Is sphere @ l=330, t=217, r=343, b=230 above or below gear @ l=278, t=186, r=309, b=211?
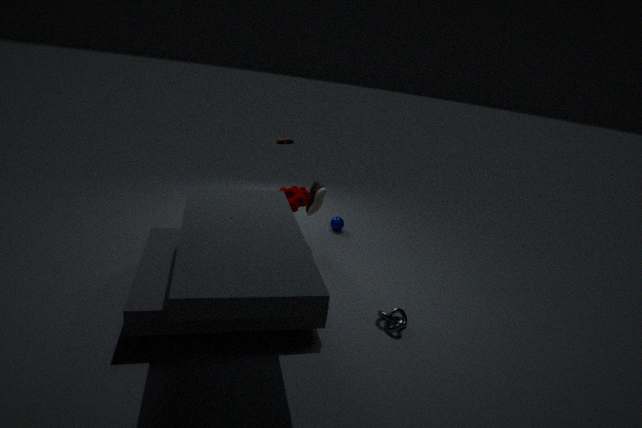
below
